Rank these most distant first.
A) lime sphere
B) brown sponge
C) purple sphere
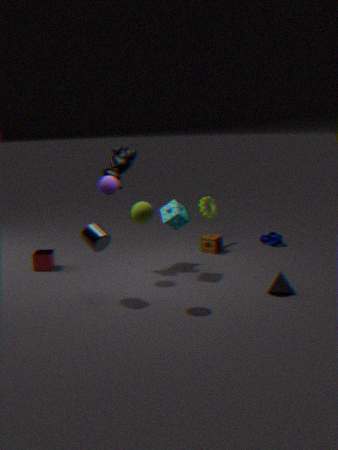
1. brown sponge
2. purple sphere
3. lime sphere
